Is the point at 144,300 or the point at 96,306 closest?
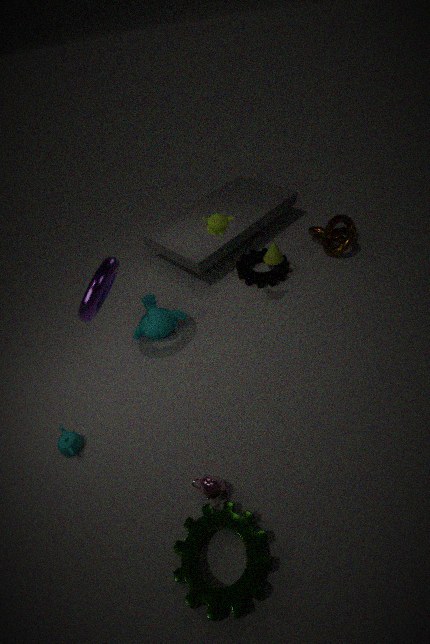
the point at 96,306
